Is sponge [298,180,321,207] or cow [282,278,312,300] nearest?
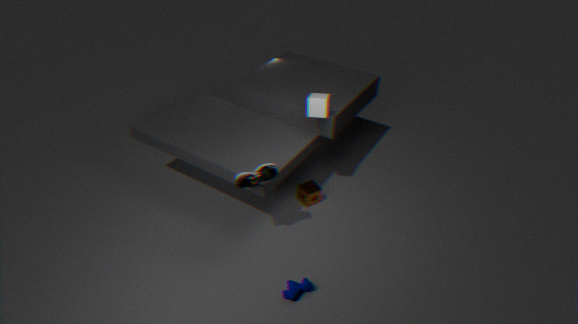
cow [282,278,312,300]
